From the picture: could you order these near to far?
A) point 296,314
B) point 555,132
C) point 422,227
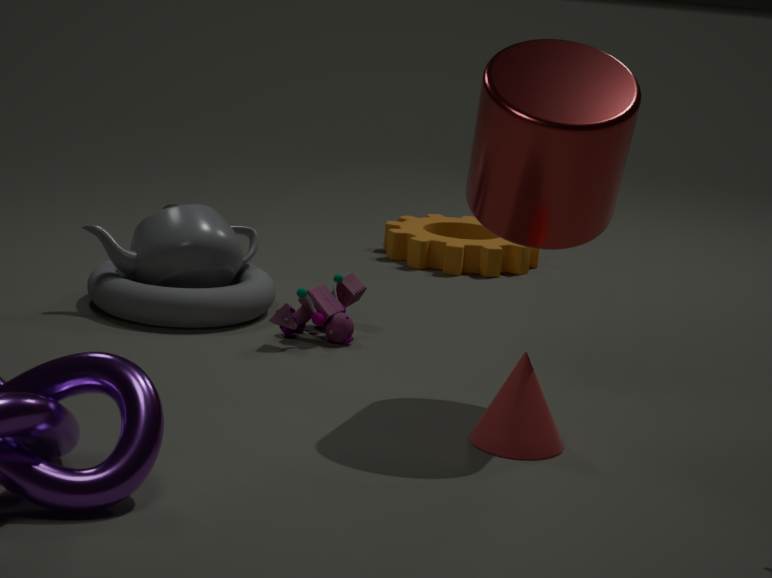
point 555,132 → point 296,314 → point 422,227
